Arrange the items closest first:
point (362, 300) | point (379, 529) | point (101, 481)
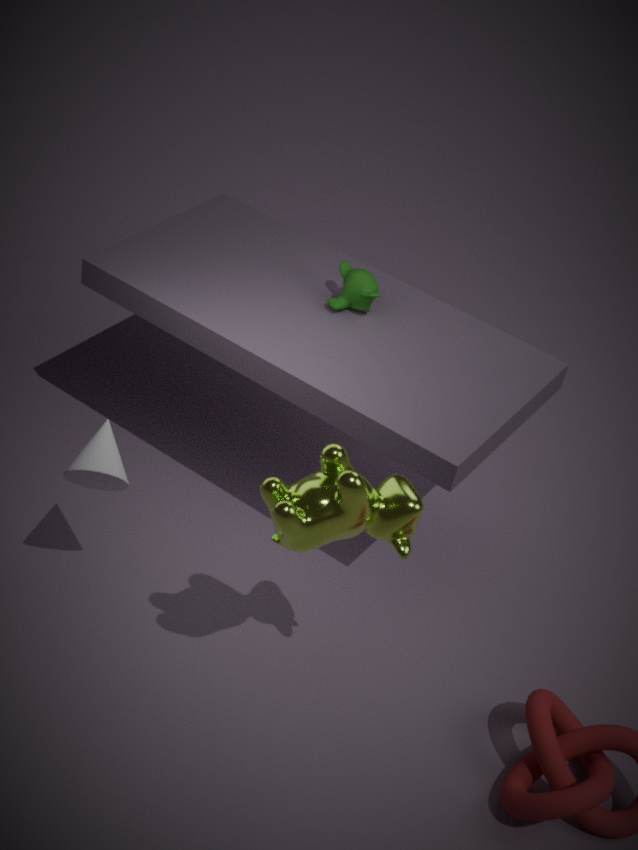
point (379, 529)
point (101, 481)
point (362, 300)
